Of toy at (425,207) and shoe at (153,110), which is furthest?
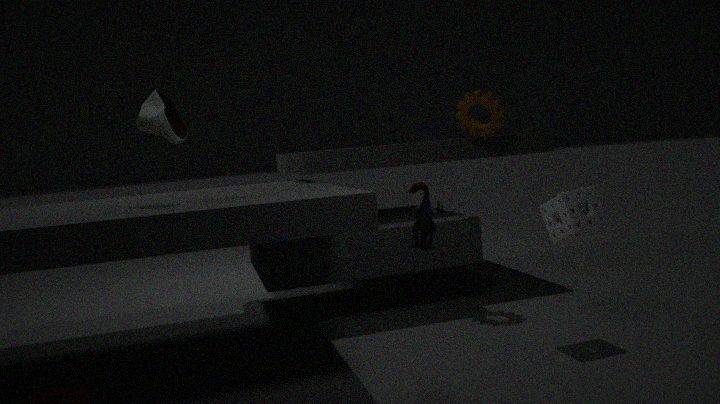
shoe at (153,110)
